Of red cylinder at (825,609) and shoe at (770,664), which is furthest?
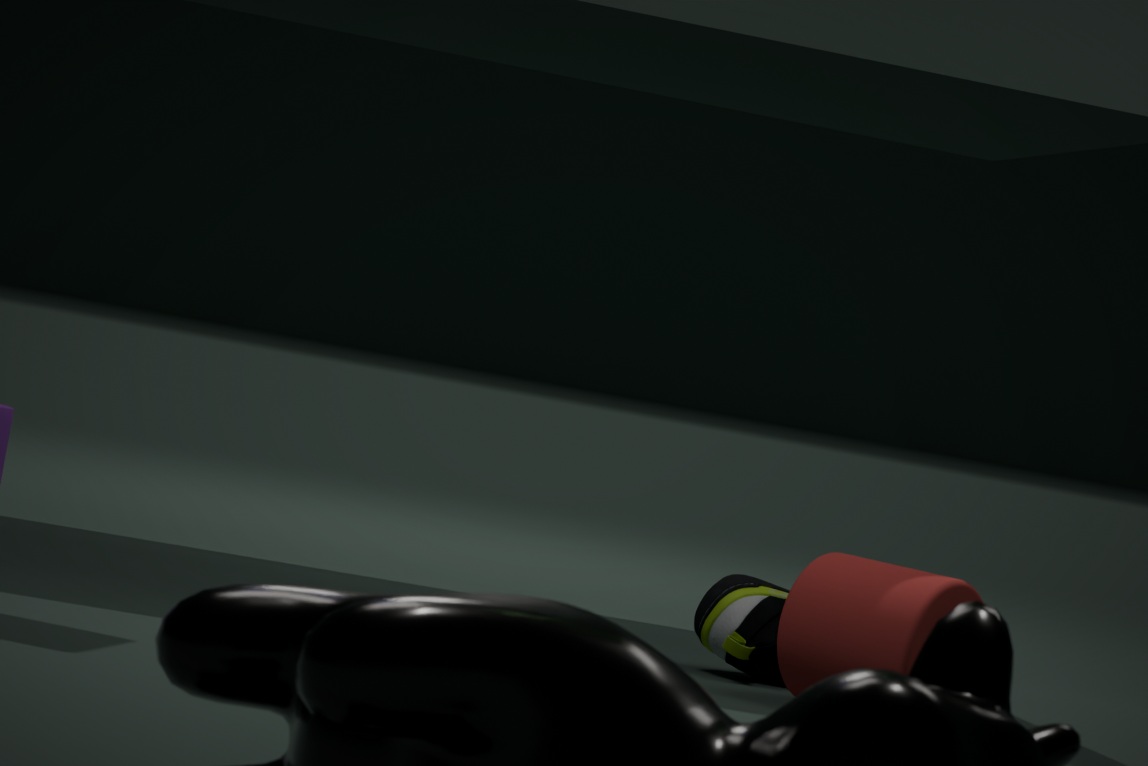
shoe at (770,664)
